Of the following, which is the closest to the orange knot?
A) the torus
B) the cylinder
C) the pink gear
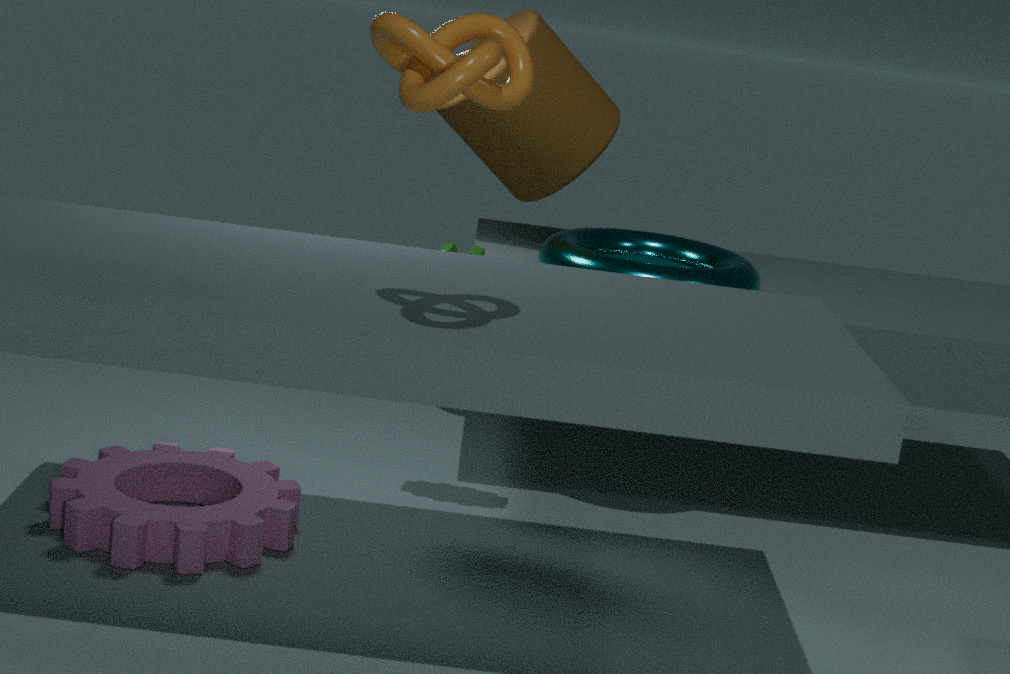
the torus
